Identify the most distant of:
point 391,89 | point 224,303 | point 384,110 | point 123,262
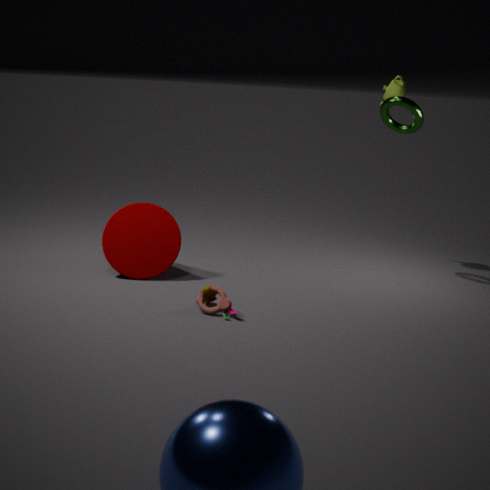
point 391,89
